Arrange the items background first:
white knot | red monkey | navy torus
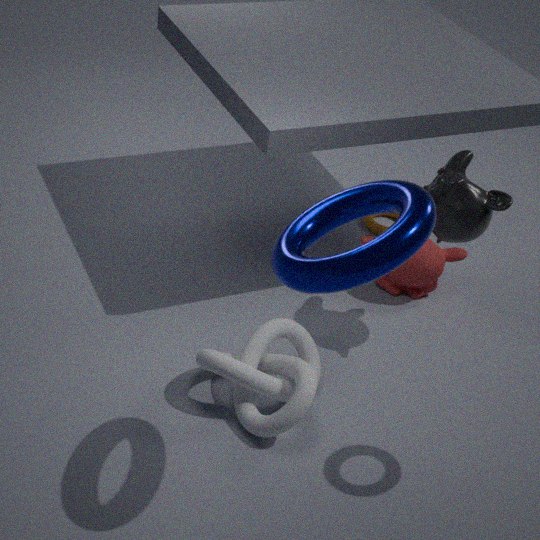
red monkey, white knot, navy torus
